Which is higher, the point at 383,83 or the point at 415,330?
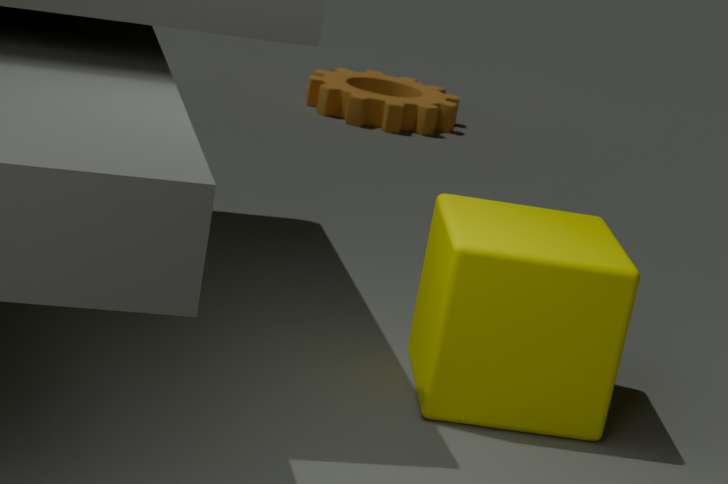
the point at 415,330
